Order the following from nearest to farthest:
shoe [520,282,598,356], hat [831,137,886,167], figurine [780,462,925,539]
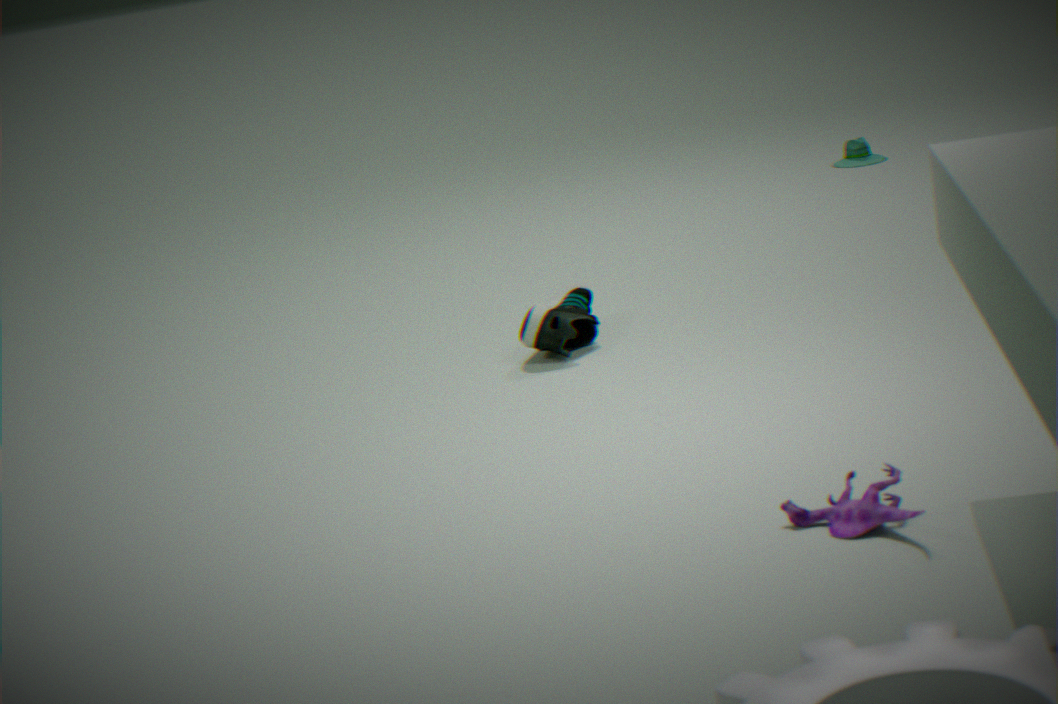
1. figurine [780,462,925,539]
2. shoe [520,282,598,356]
3. hat [831,137,886,167]
